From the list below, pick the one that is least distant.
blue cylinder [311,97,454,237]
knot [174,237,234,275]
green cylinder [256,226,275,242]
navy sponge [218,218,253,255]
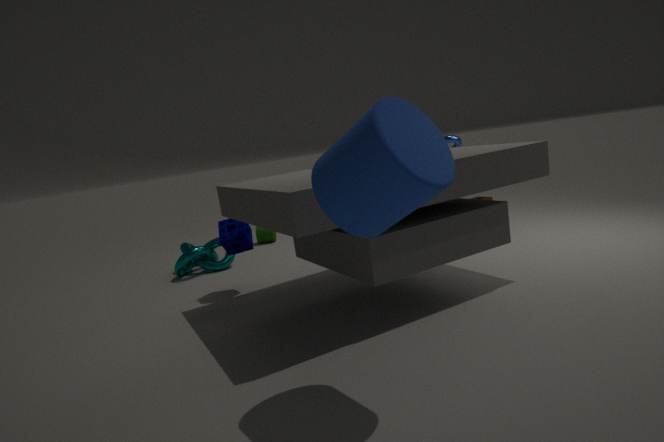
blue cylinder [311,97,454,237]
